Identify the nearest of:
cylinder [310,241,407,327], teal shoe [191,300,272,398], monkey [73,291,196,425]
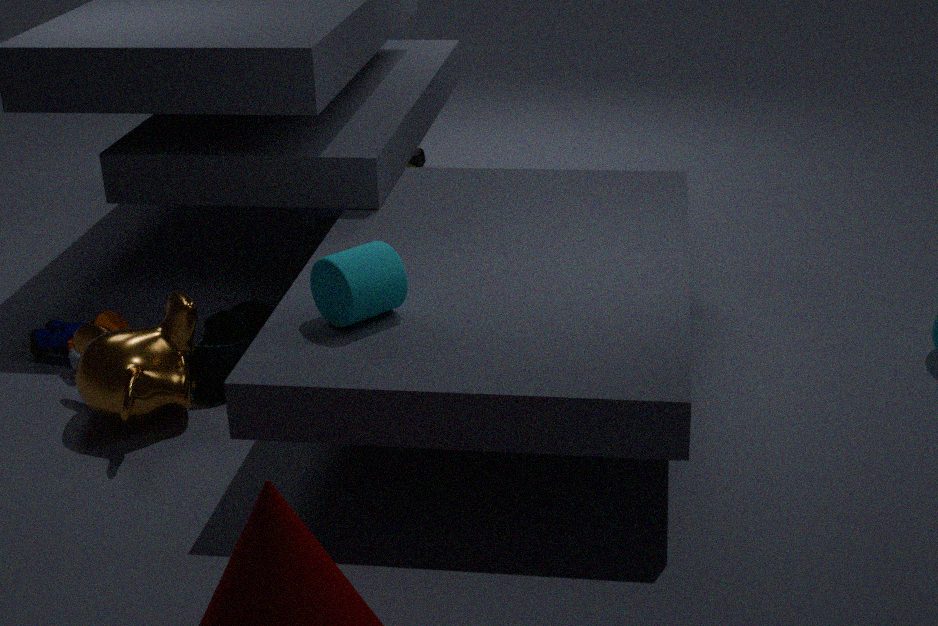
Answer: cylinder [310,241,407,327]
